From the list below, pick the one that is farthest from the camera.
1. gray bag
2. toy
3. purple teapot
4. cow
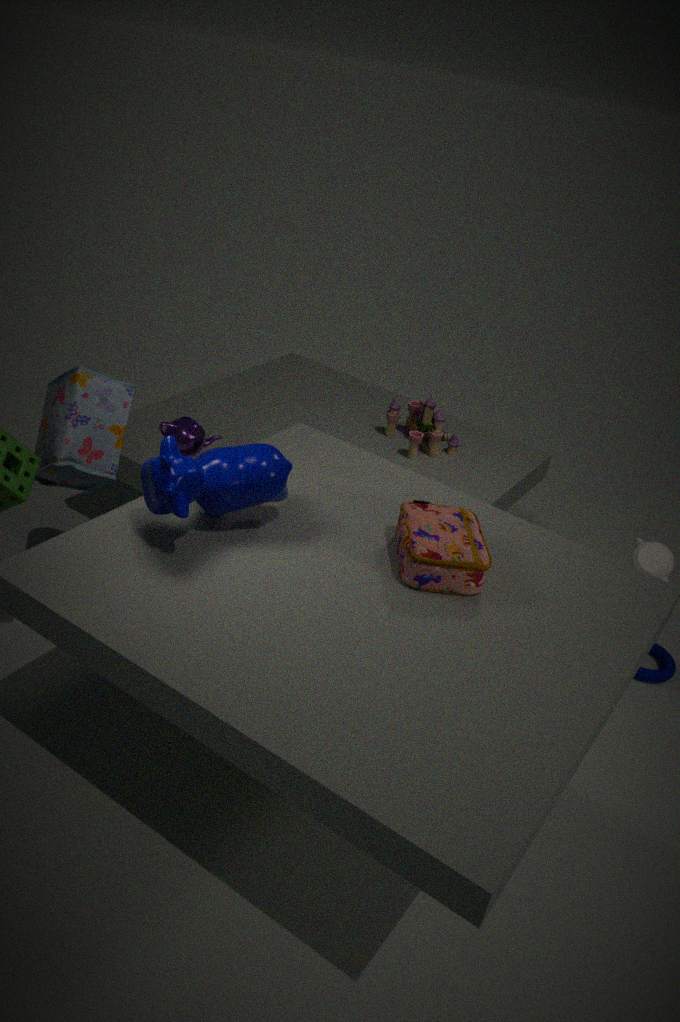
toy
